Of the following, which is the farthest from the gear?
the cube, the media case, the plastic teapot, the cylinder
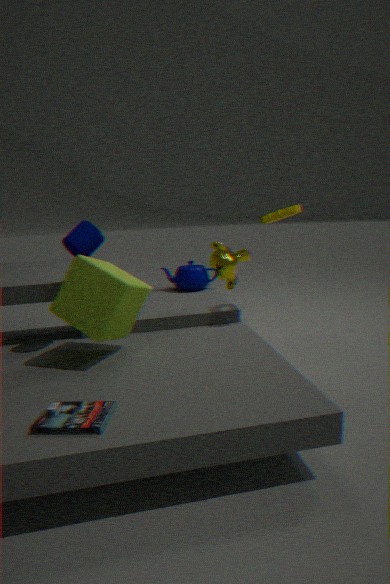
the media case
